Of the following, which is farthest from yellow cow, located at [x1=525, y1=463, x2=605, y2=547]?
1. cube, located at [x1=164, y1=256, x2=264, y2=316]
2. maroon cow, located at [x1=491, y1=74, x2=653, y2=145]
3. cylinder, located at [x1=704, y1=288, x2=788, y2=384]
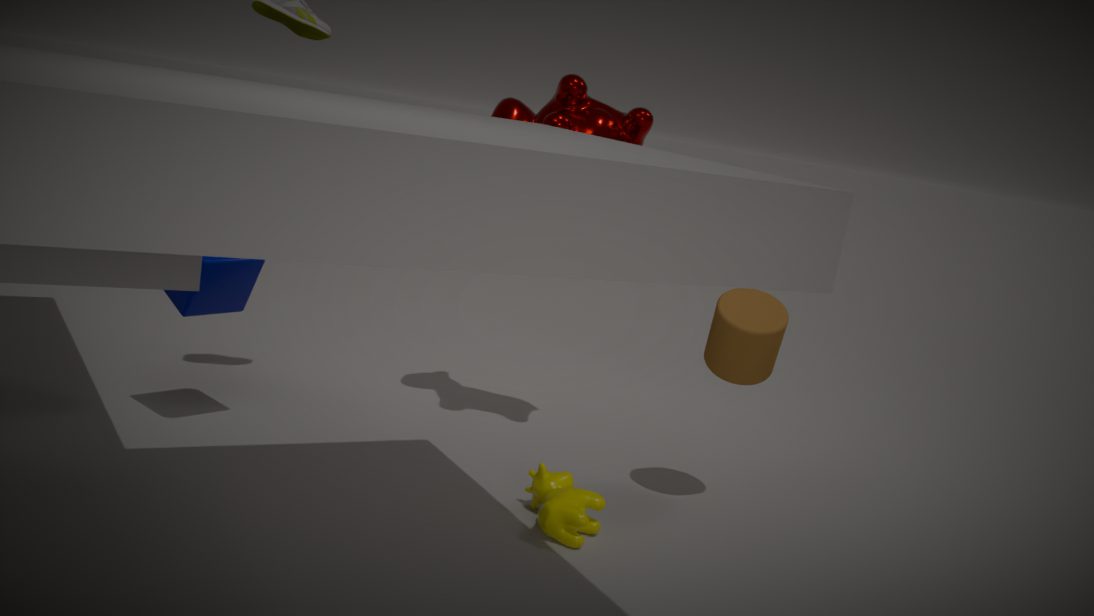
cube, located at [x1=164, y1=256, x2=264, y2=316]
